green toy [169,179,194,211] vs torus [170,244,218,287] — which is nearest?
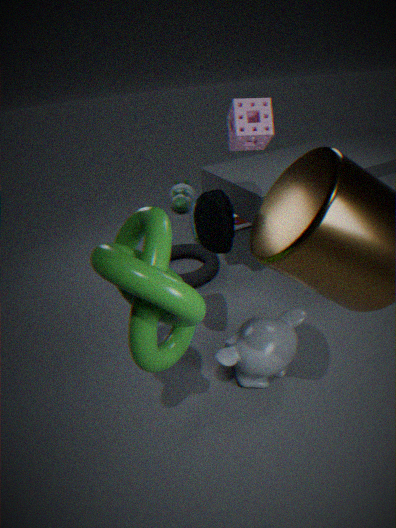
→ torus [170,244,218,287]
